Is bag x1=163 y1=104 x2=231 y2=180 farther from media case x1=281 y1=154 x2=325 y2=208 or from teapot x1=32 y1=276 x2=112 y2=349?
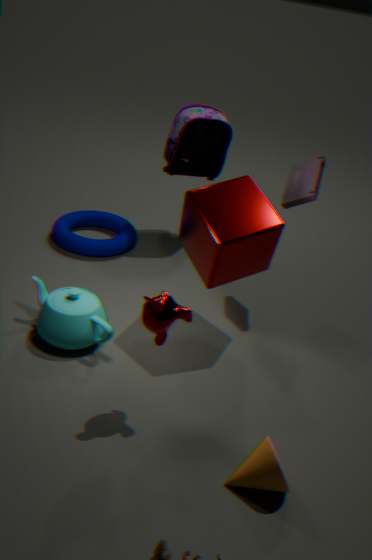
teapot x1=32 y1=276 x2=112 y2=349
